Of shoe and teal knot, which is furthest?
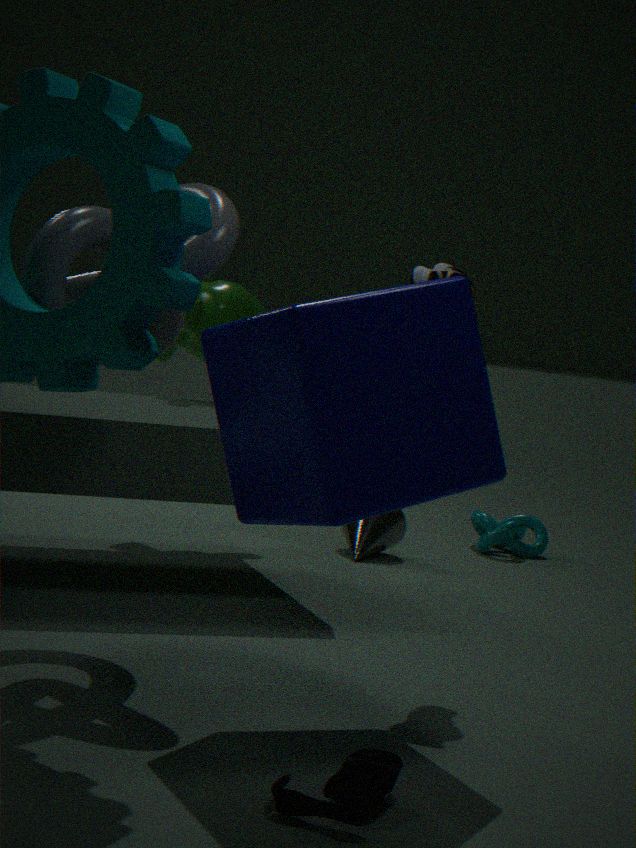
teal knot
